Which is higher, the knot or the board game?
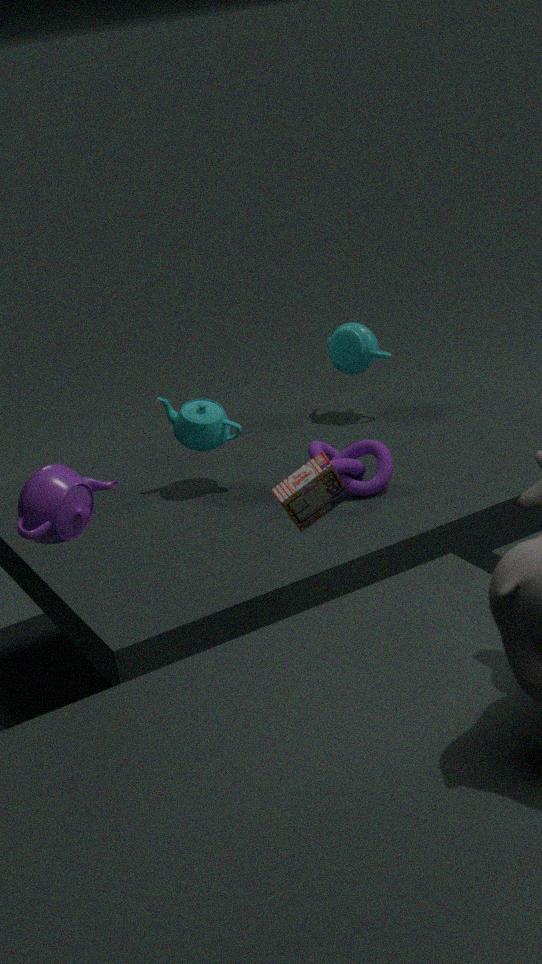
the board game
